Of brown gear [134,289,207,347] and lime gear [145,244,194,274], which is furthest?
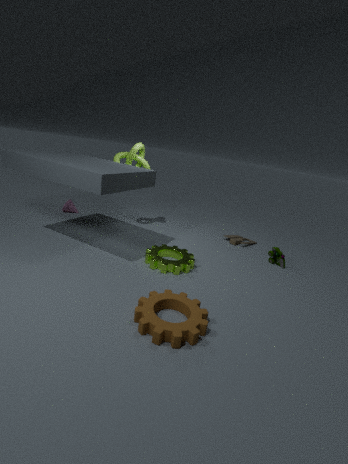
lime gear [145,244,194,274]
